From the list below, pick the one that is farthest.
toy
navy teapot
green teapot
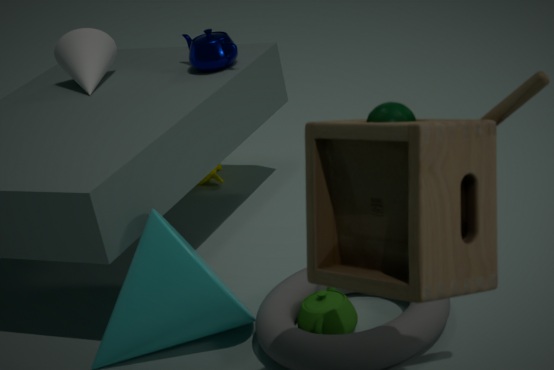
navy teapot
